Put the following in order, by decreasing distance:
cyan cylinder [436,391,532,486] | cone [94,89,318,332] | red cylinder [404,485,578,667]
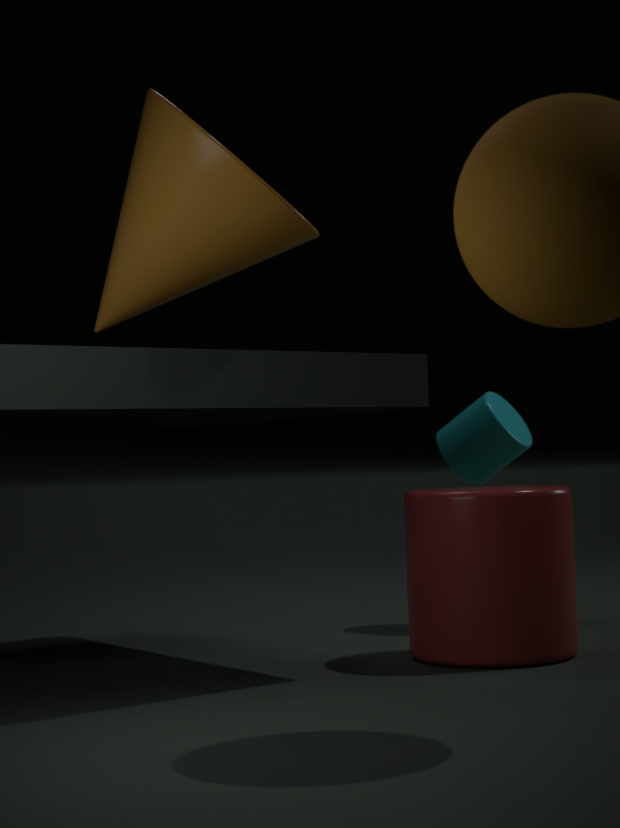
cyan cylinder [436,391,532,486]
red cylinder [404,485,578,667]
cone [94,89,318,332]
